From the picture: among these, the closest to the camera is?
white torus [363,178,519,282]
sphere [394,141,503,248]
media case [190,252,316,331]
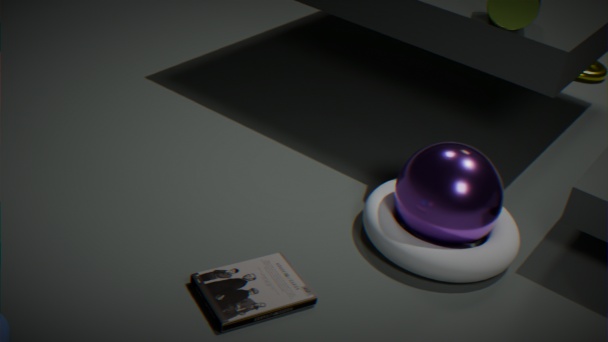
media case [190,252,316,331]
